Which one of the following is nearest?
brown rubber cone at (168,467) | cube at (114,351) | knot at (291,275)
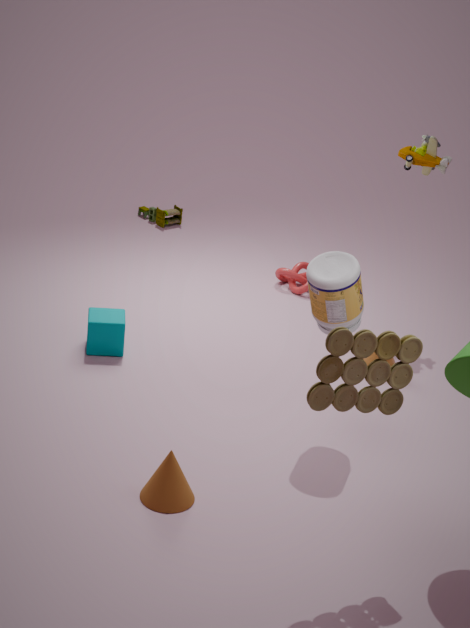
brown rubber cone at (168,467)
